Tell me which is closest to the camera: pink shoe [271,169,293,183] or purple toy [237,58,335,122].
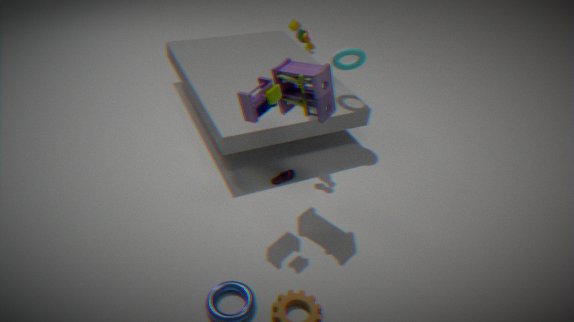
purple toy [237,58,335,122]
